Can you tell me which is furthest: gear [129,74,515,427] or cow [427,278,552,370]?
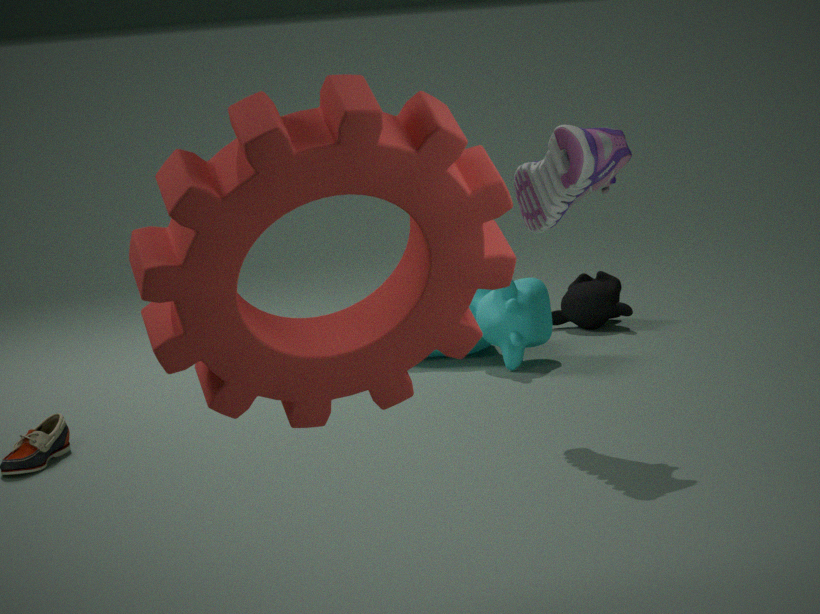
cow [427,278,552,370]
